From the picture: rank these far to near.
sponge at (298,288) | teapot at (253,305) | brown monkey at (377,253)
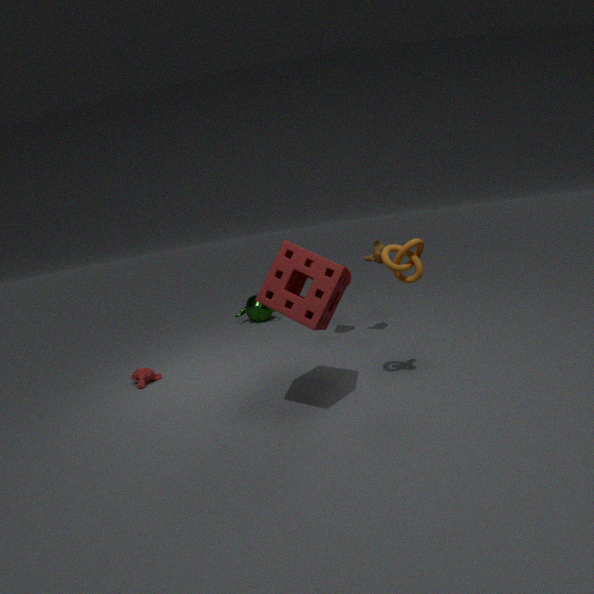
1. teapot at (253,305)
2. brown monkey at (377,253)
3. sponge at (298,288)
